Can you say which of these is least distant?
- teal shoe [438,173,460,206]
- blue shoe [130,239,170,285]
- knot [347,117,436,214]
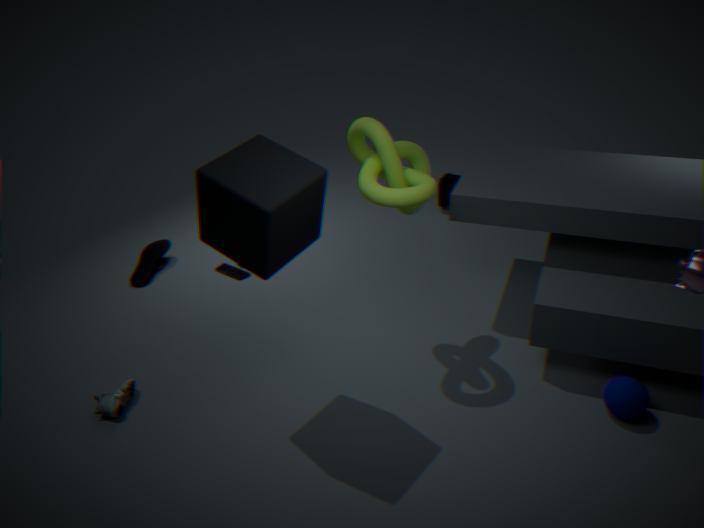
knot [347,117,436,214]
